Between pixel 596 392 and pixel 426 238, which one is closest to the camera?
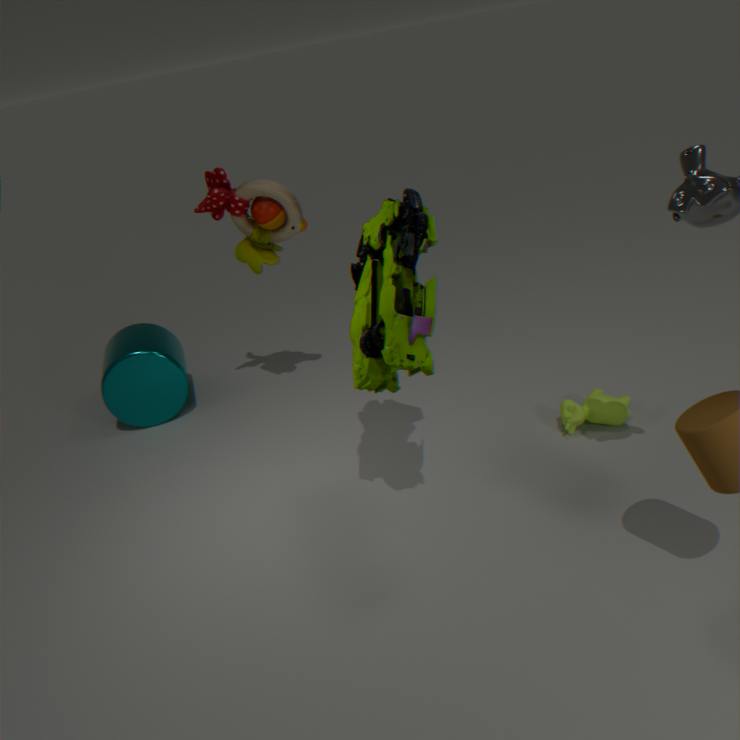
pixel 426 238
